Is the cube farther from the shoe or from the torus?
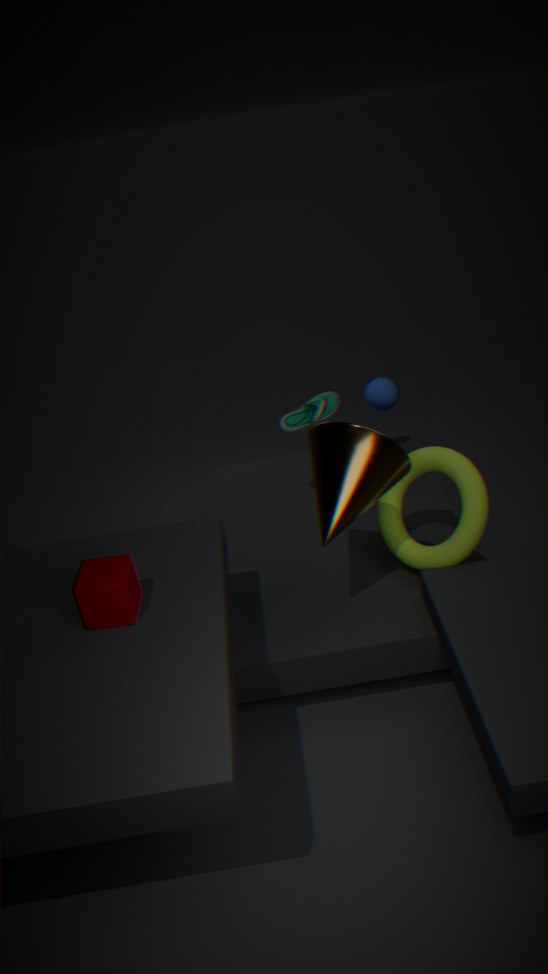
the shoe
